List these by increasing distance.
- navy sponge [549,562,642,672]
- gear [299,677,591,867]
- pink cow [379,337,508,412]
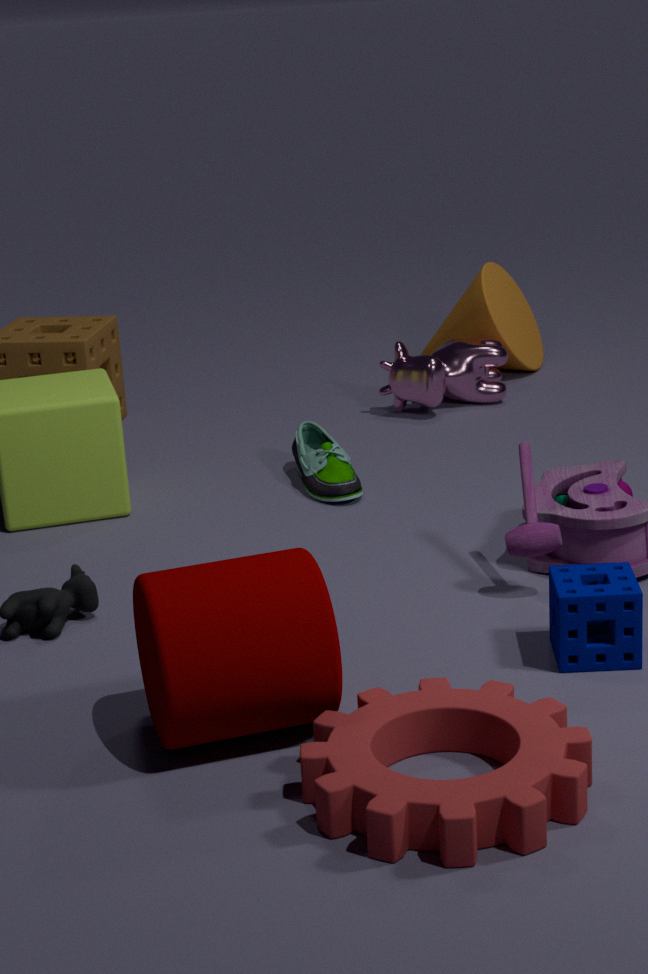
gear [299,677,591,867]
navy sponge [549,562,642,672]
pink cow [379,337,508,412]
